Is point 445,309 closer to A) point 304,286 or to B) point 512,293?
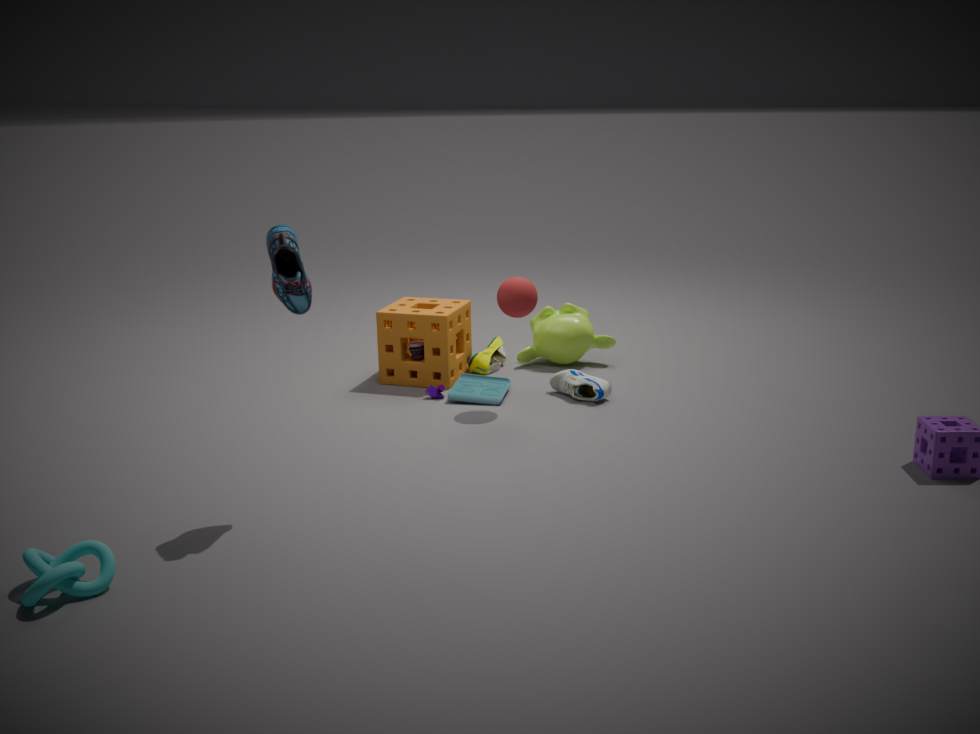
B) point 512,293
